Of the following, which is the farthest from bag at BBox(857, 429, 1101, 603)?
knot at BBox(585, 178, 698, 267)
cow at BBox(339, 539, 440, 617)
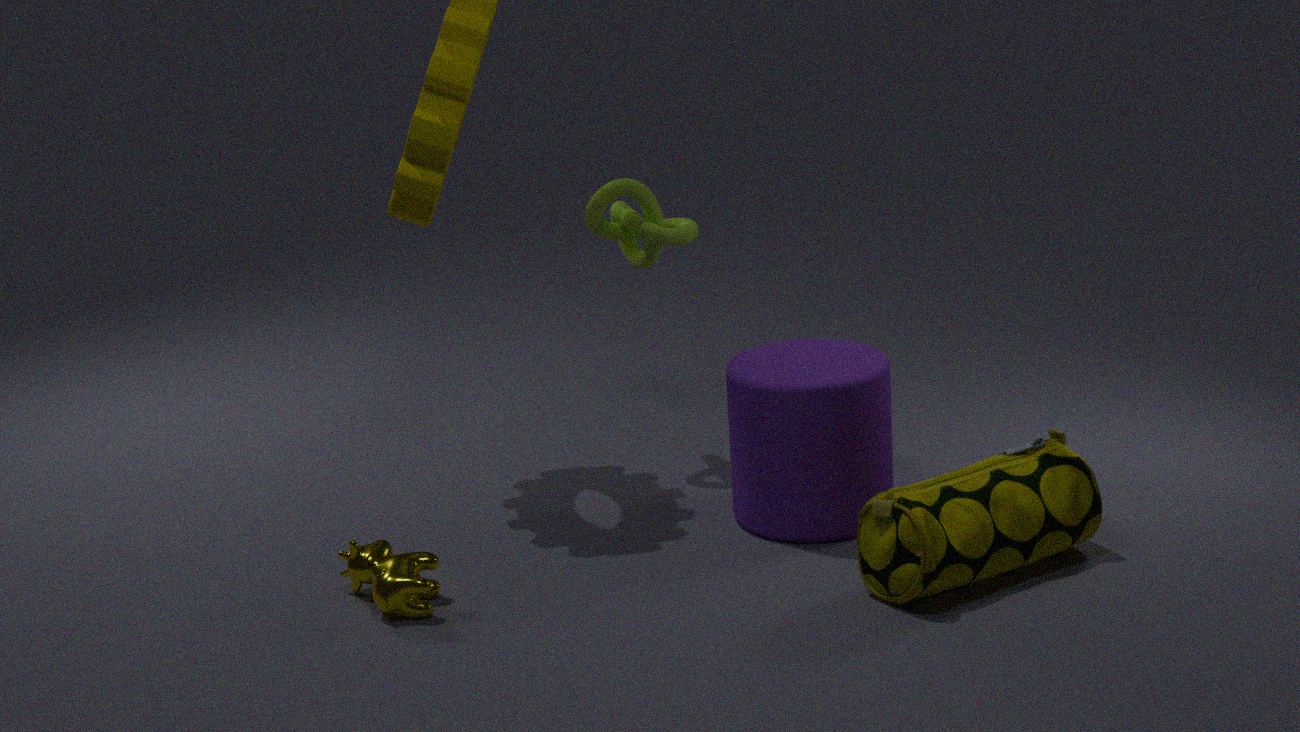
knot at BBox(585, 178, 698, 267)
